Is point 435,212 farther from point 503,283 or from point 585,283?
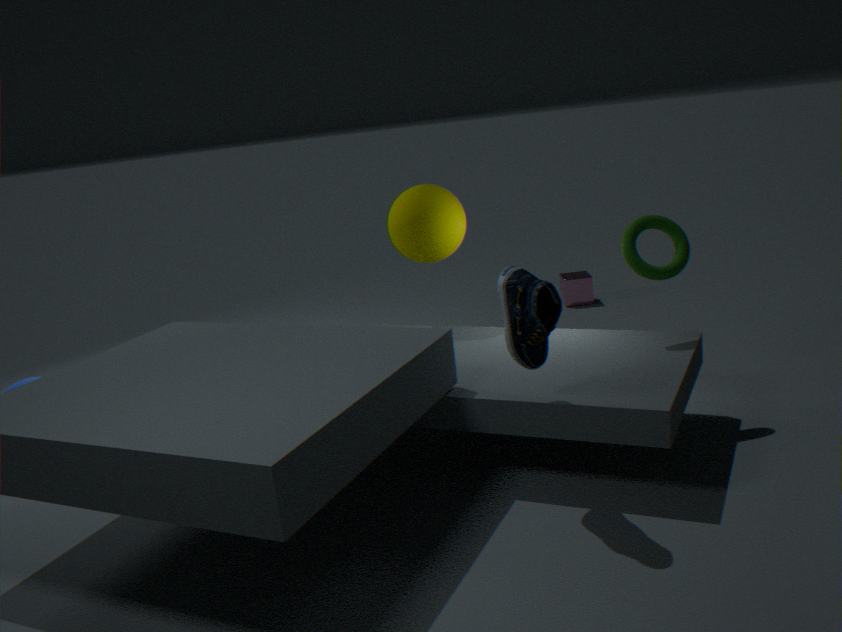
point 585,283
